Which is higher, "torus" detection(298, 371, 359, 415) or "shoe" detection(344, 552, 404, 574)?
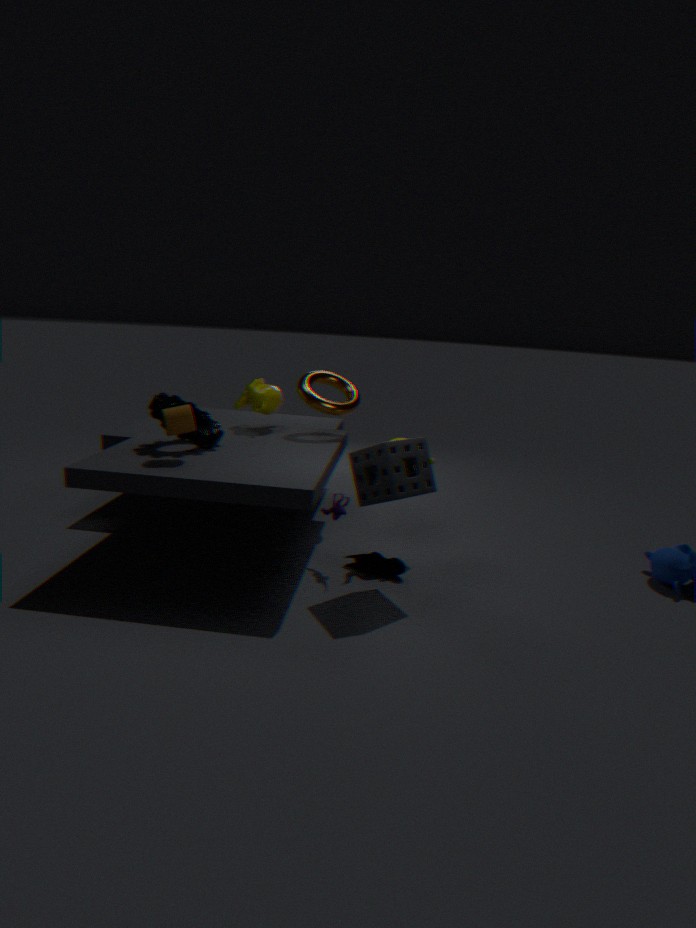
"torus" detection(298, 371, 359, 415)
